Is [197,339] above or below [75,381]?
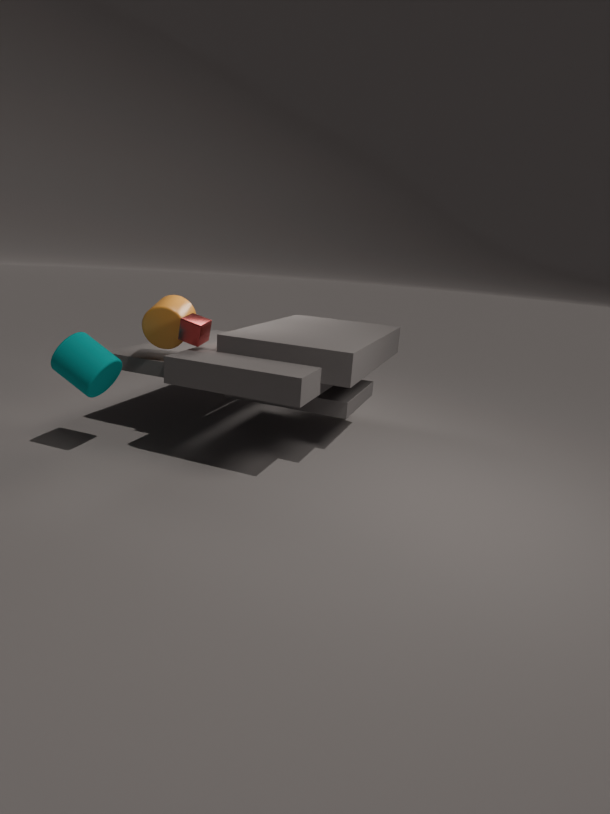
above
